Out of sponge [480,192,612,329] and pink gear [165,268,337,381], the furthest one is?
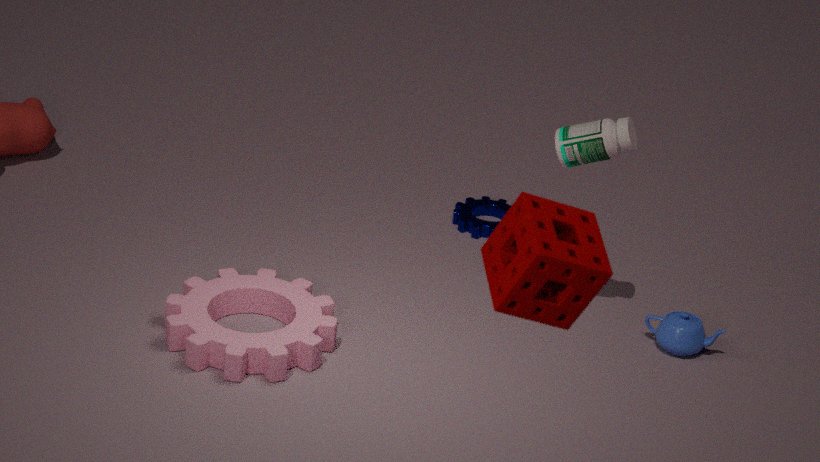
pink gear [165,268,337,381]
